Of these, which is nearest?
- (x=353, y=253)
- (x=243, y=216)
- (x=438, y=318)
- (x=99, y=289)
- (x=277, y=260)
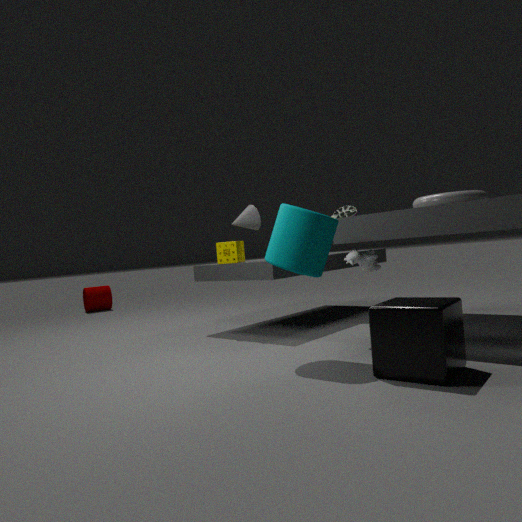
(x=438, y=318)
